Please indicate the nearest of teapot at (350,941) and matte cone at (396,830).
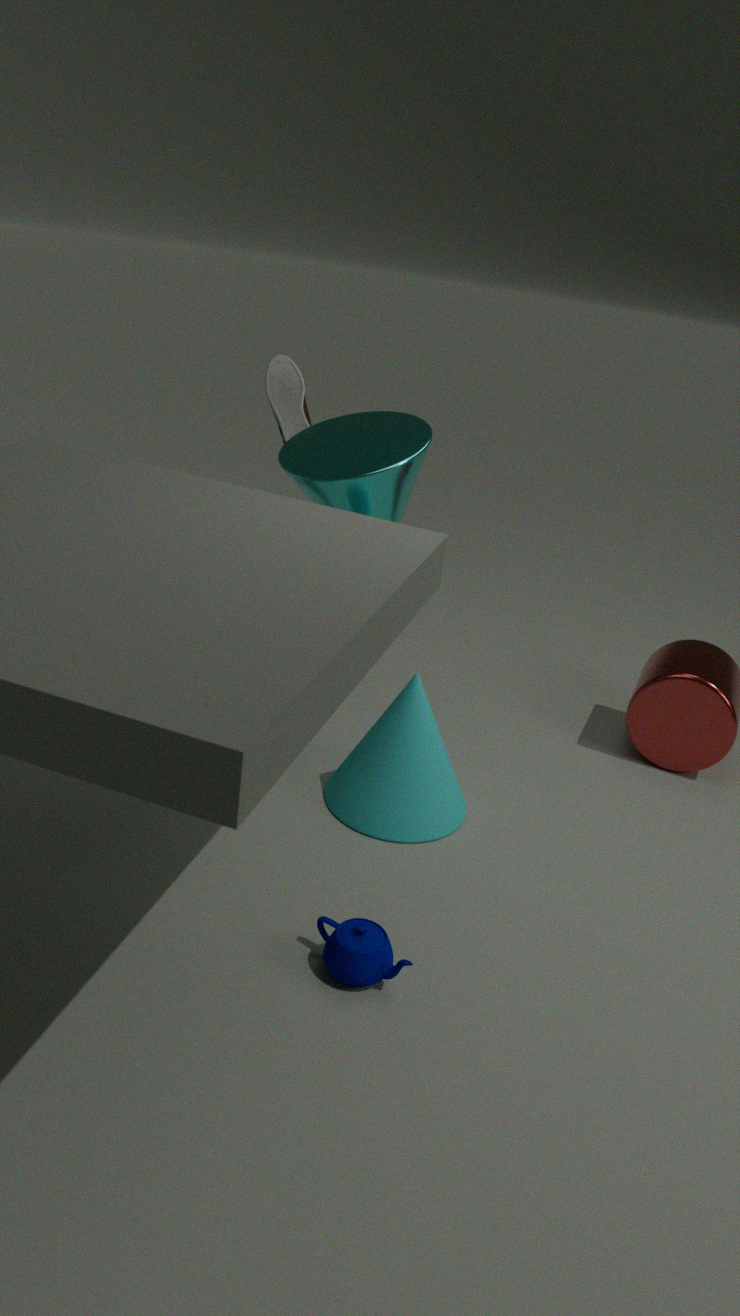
teapot at (350,941)
